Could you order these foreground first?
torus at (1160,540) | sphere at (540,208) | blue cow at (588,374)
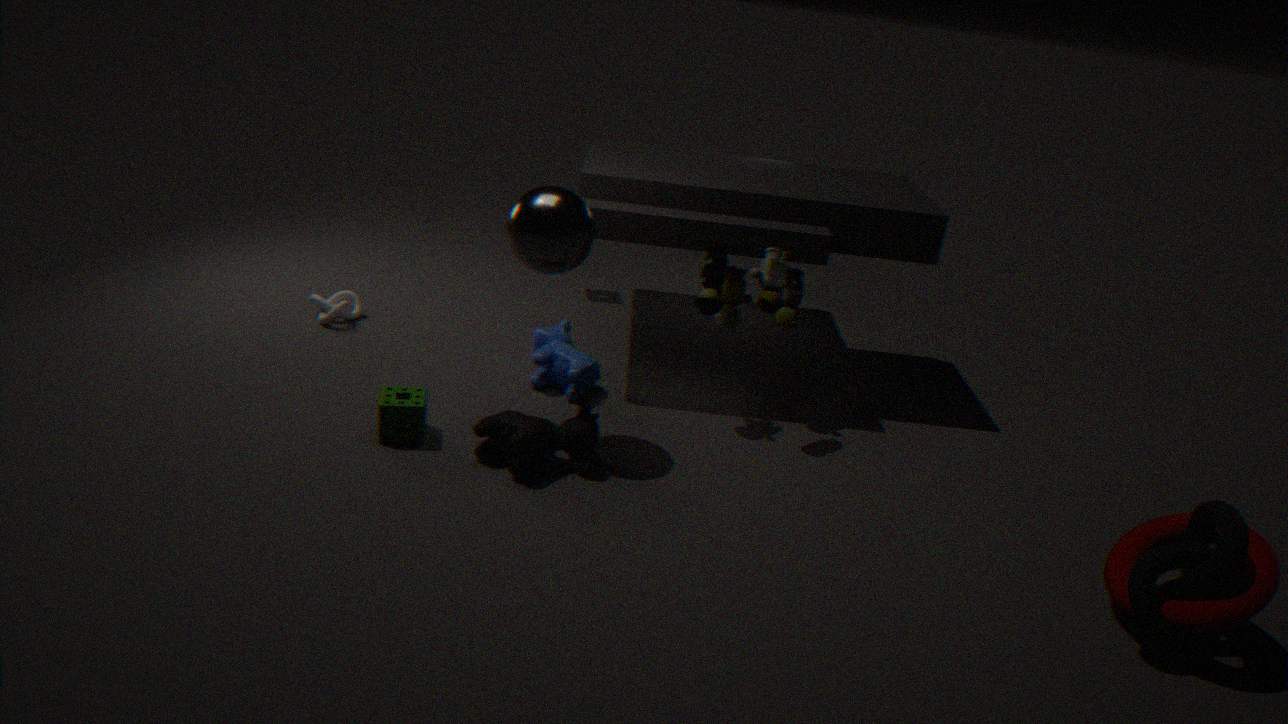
torus at (1160,540)
sphere at (540,208)
blue cow at (588,374)
